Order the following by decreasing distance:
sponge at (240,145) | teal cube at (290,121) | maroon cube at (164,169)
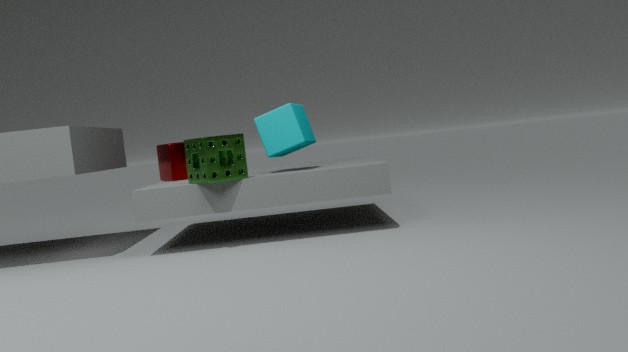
maroon cube at (164,169)
teal cube at (290,121)
sponge at (240,145)
